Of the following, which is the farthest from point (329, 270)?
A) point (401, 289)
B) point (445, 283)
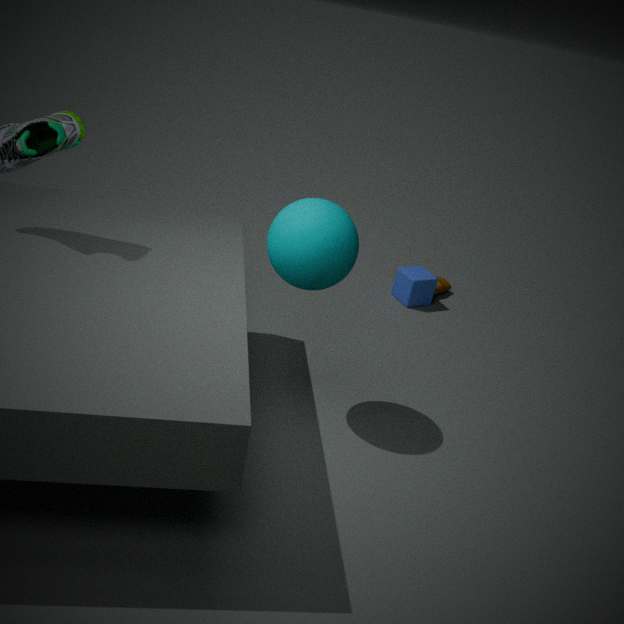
point (445, 283)
